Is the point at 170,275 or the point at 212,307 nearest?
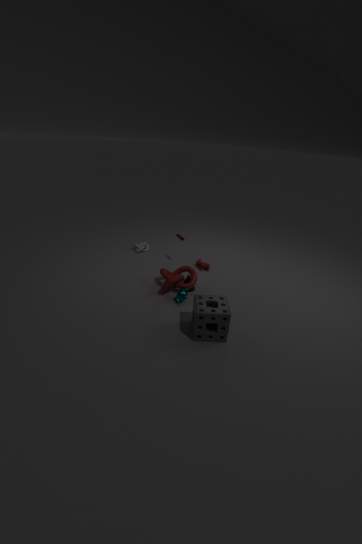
the point at 212,307
